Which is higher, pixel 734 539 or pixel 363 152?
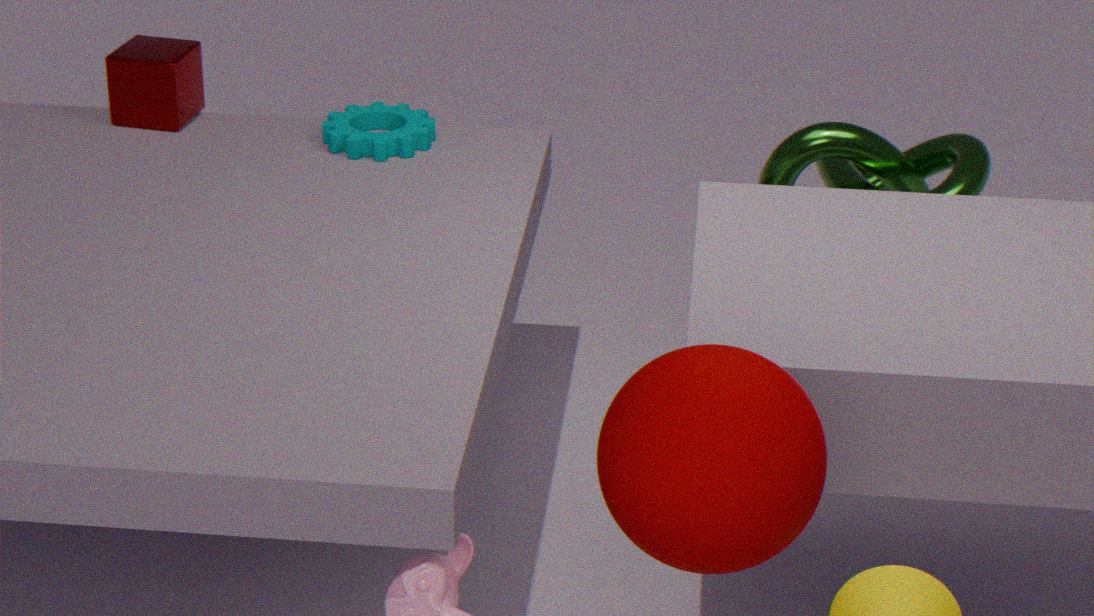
pixel 734 539
